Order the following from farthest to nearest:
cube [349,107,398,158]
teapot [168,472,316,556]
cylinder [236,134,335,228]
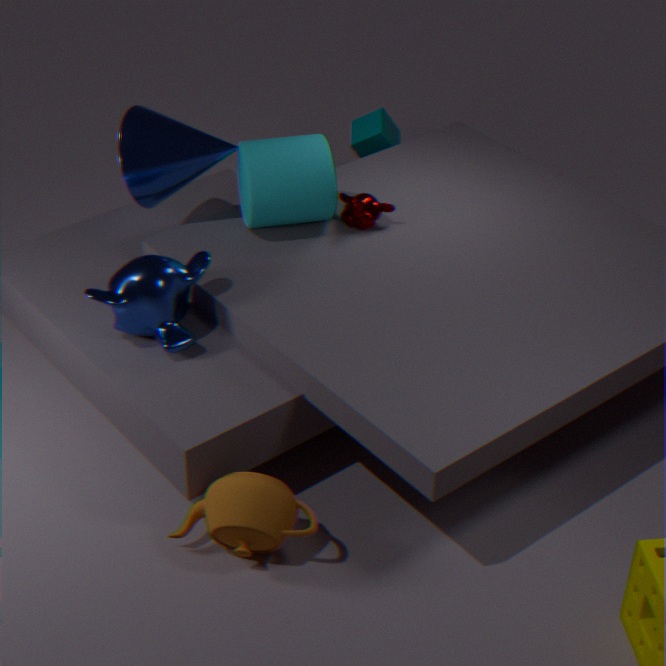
cube [349,107,398,158] < cylinder [236,134,335,228] < teapot [168,472,316,556]
